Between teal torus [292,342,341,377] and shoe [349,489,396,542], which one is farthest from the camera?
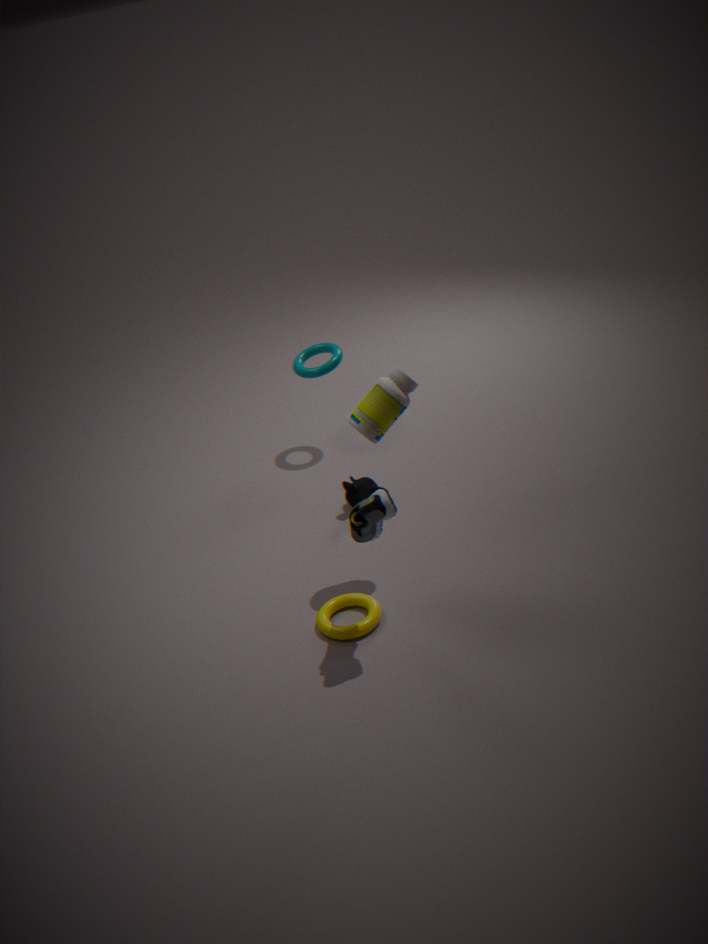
teal torus [292,342,341,377]
